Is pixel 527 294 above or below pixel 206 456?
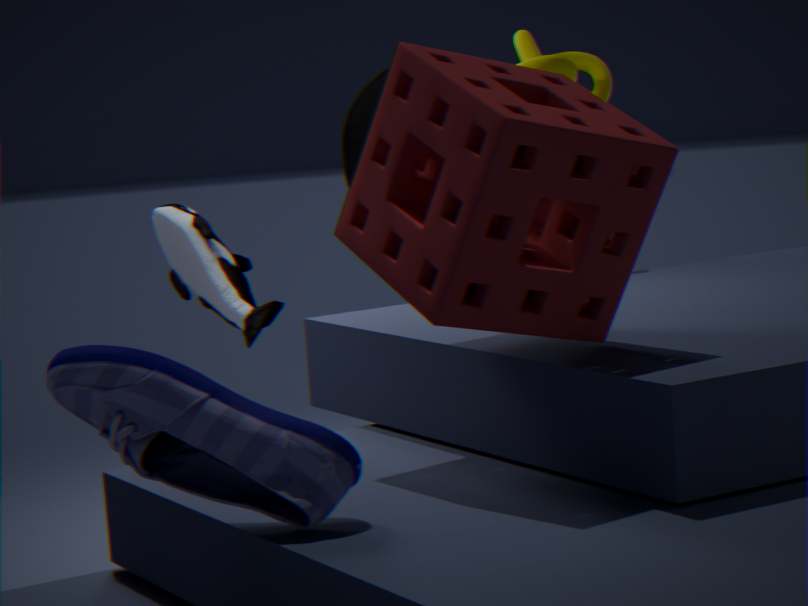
above
